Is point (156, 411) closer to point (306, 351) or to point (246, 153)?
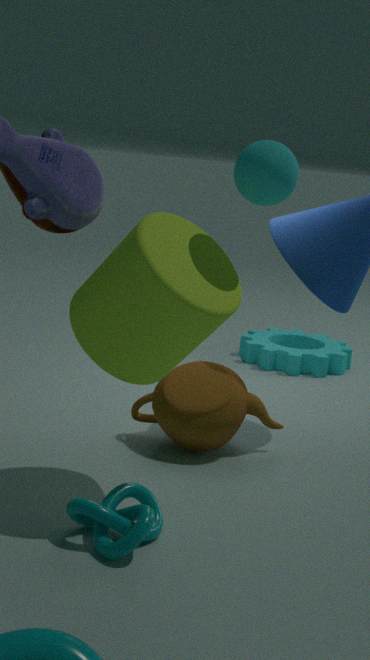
point (246, 153)
